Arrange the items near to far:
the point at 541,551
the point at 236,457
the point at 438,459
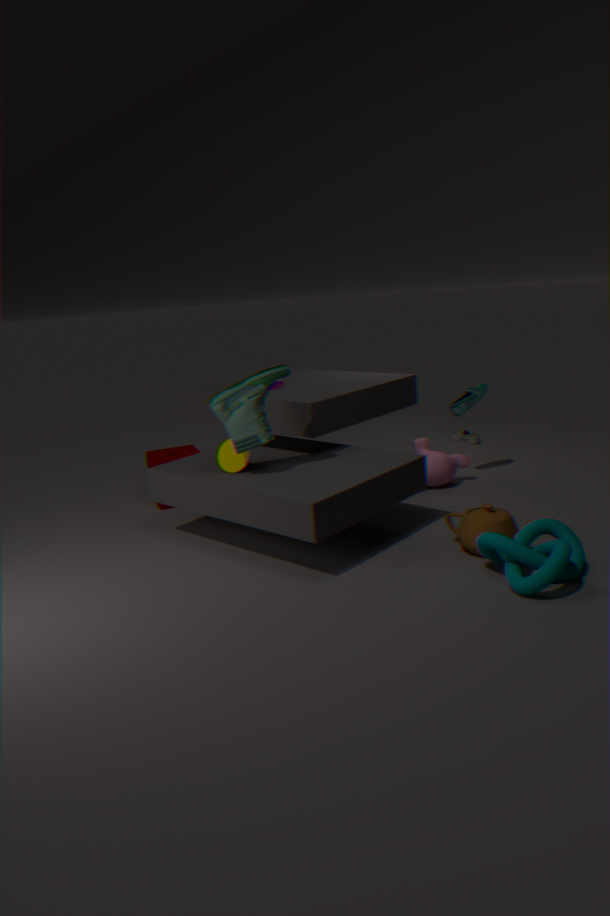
the point at 541,551 → the point at 236,457 → the point at 438,459
